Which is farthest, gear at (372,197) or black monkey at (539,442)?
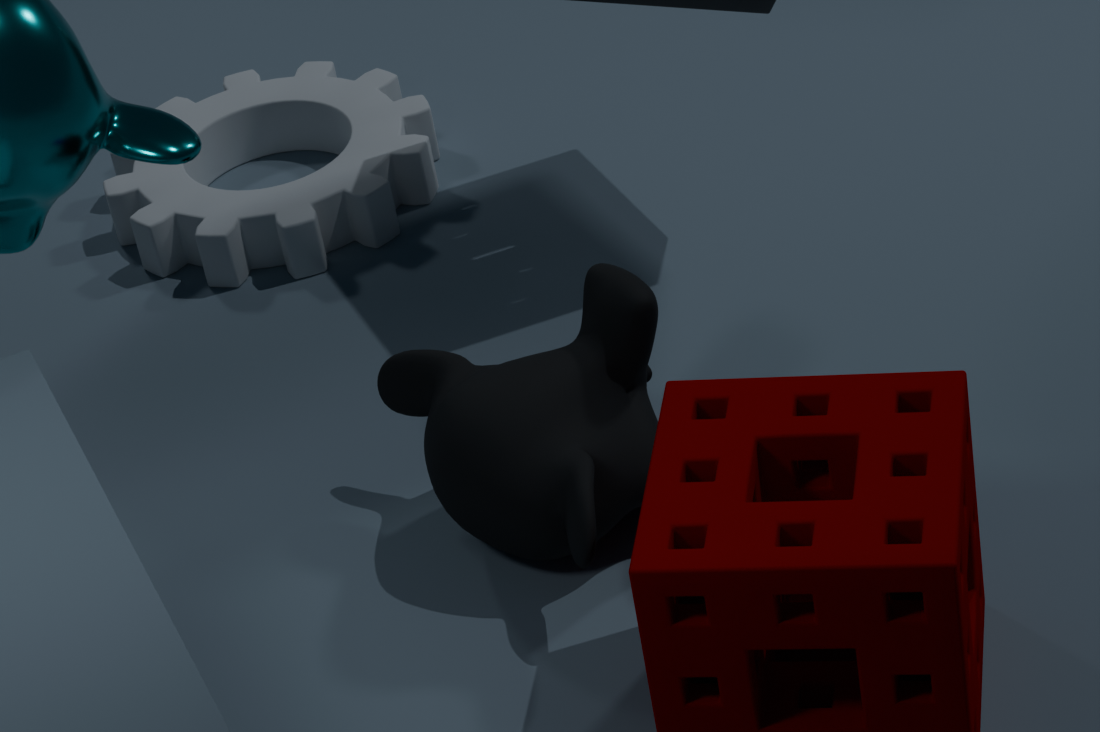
gear at (372,197)
